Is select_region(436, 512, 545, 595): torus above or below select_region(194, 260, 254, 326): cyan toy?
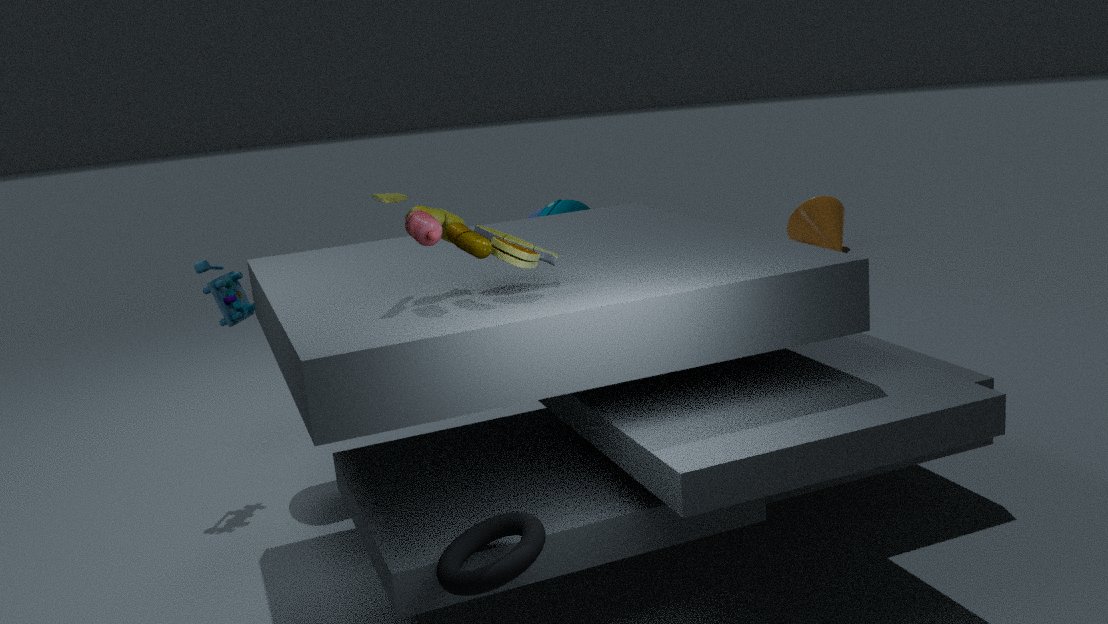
below
